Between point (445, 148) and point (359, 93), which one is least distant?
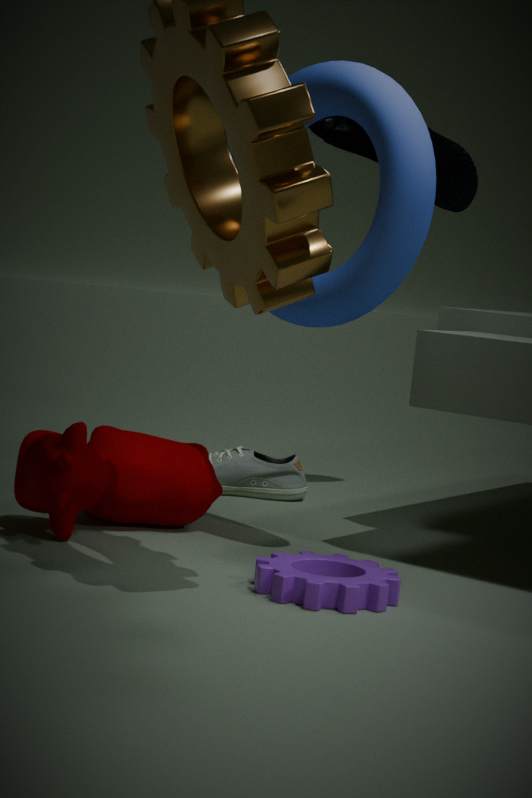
point (359, 93)
